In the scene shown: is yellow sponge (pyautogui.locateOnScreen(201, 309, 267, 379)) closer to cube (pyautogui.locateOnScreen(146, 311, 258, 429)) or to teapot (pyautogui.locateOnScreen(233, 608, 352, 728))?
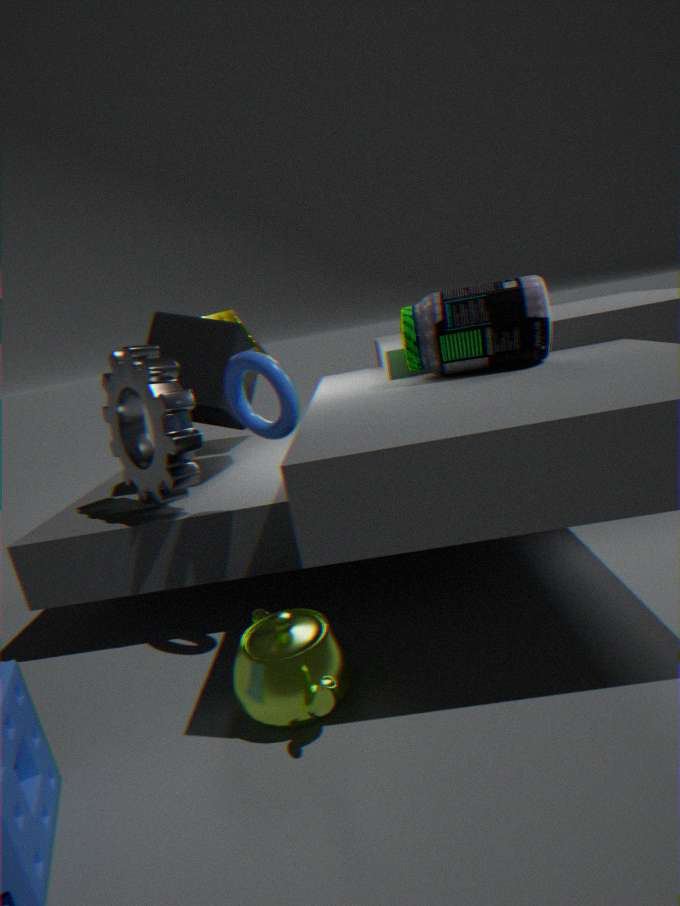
cube (pyautogui.locateOnScreen(146, 311, 258, 429))
